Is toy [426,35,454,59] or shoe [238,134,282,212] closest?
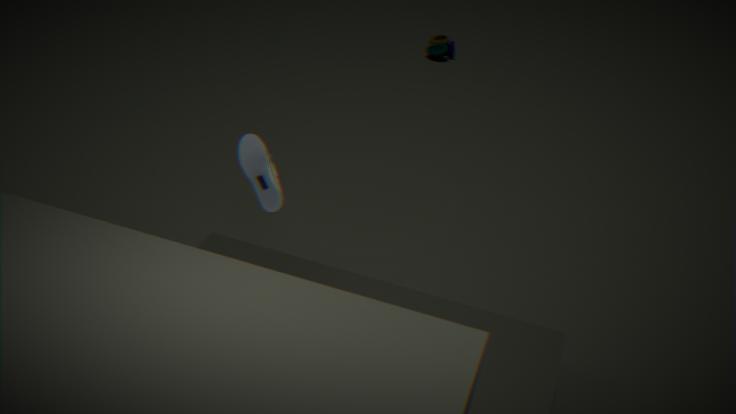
shoe [238,134,282,212]
